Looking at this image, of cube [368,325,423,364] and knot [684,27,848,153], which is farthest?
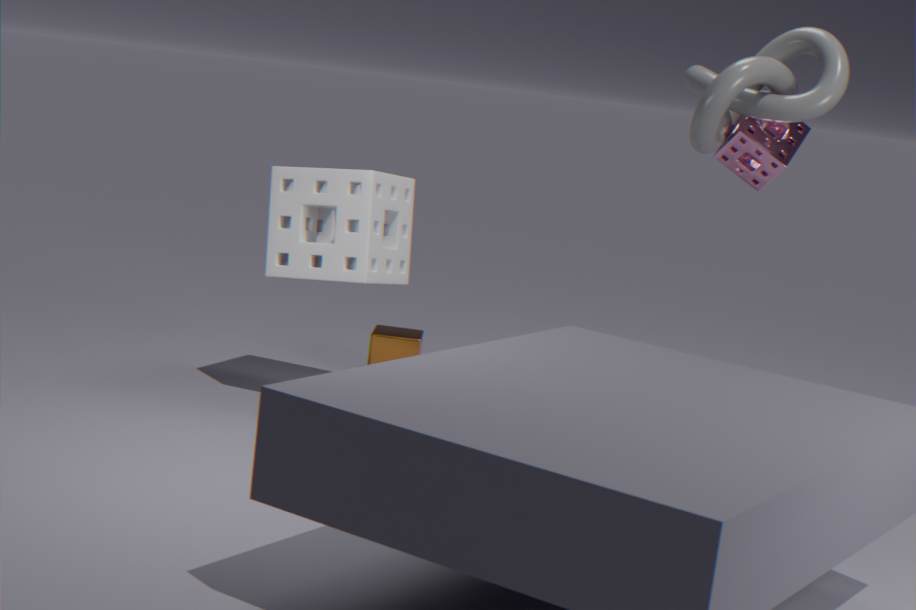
cube [368,325,423,364]
